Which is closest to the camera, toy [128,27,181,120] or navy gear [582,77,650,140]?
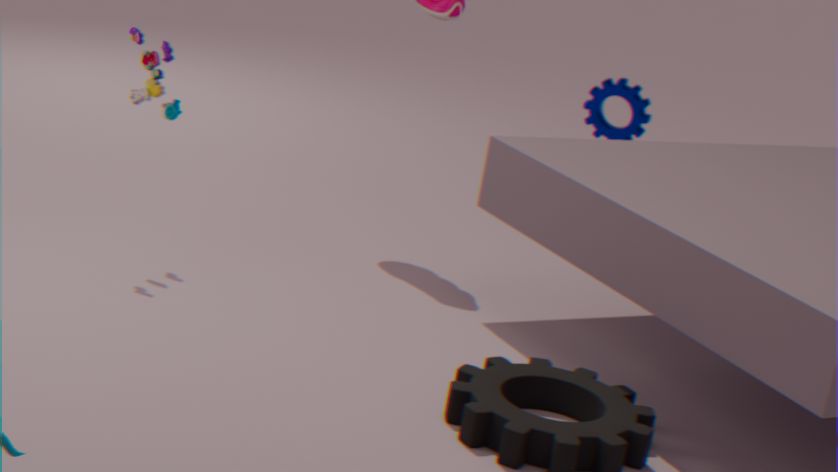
toy [128,27,181,120]
